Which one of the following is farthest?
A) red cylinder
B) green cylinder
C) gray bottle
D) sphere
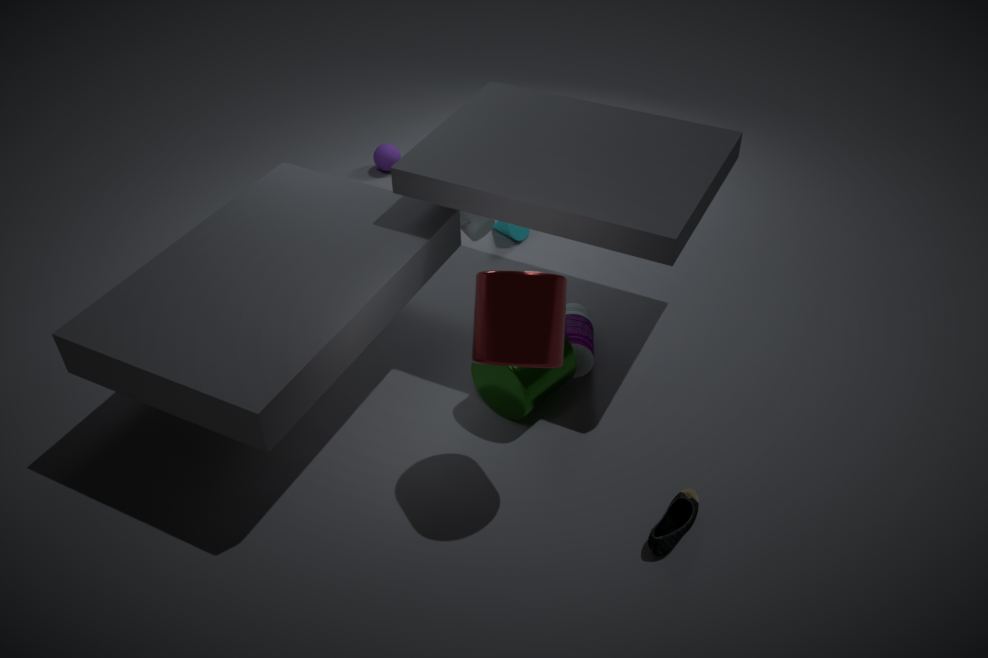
sphere
